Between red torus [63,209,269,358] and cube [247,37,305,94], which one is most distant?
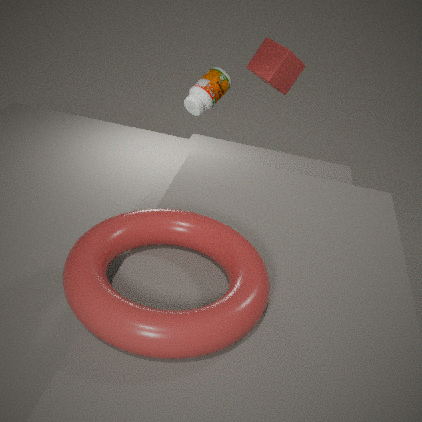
cube [247,37,305,94]
